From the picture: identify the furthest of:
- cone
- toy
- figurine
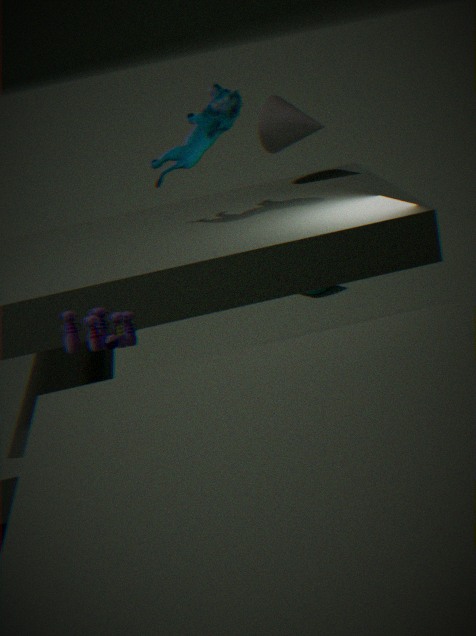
cone
